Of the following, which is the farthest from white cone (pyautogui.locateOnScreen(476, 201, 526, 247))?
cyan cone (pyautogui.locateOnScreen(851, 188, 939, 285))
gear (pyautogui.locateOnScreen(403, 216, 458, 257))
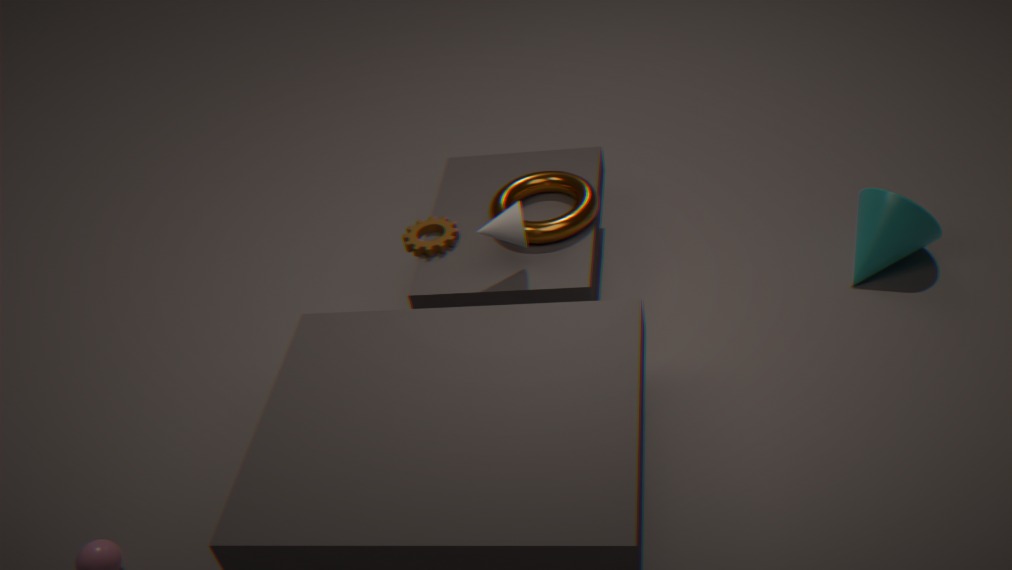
cyan cone (pyautogui.locateOnScreen(851, 188, 939, 285))
